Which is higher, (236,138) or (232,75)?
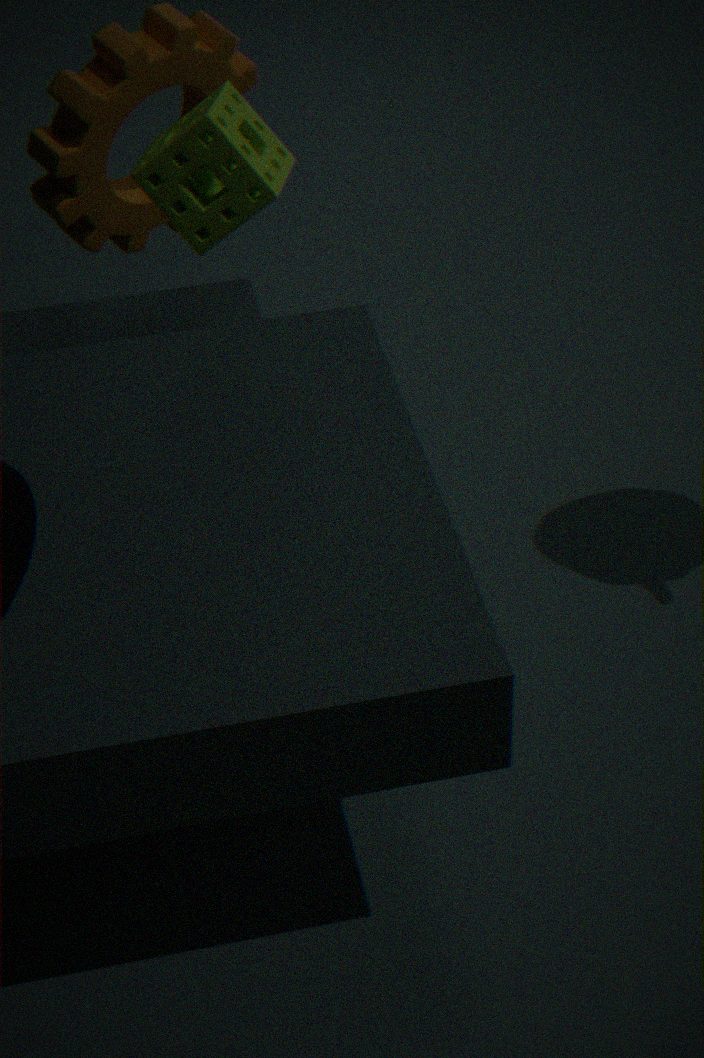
(236,138)
